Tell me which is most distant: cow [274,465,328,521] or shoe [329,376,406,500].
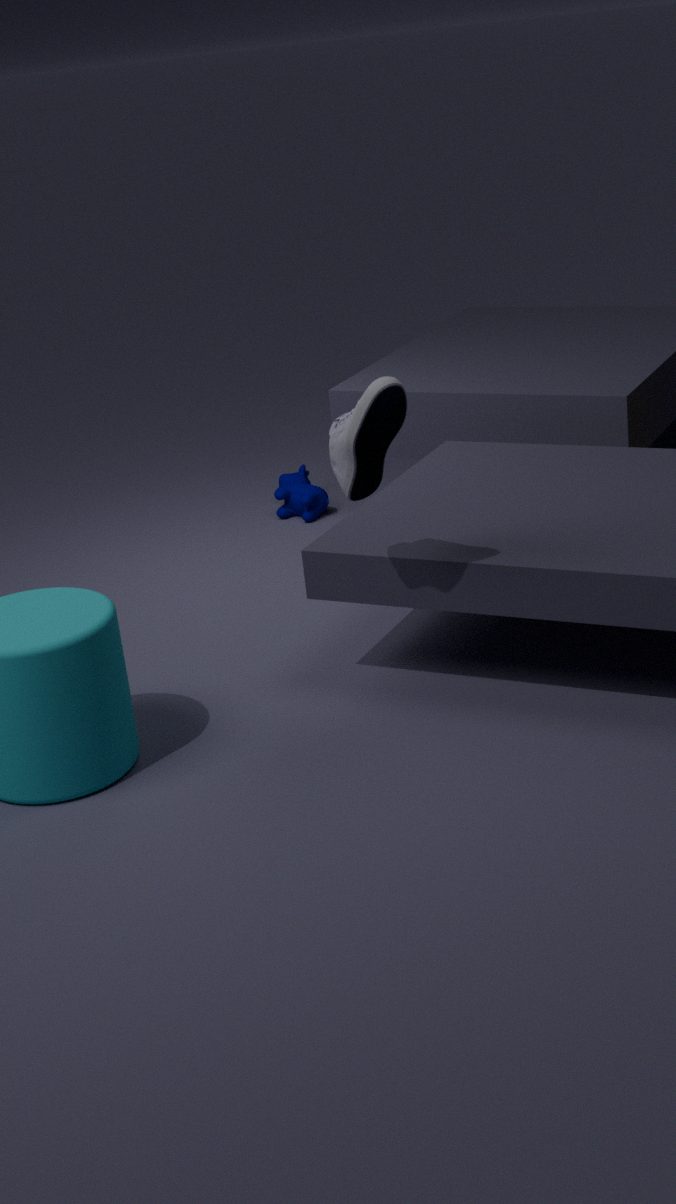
cow [274,465,328,521]
